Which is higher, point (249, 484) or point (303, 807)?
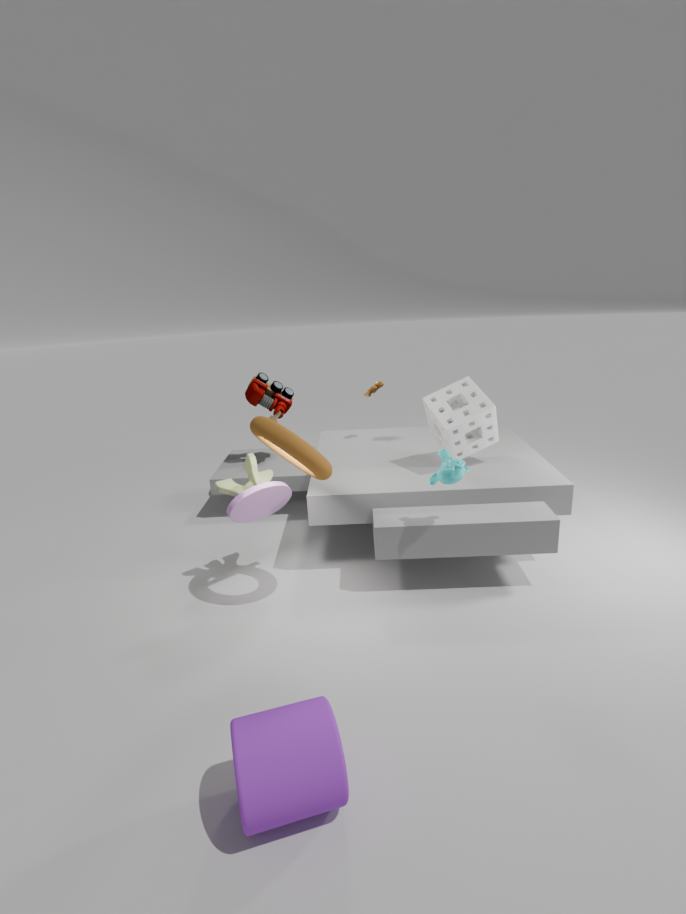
point (249, 484)
